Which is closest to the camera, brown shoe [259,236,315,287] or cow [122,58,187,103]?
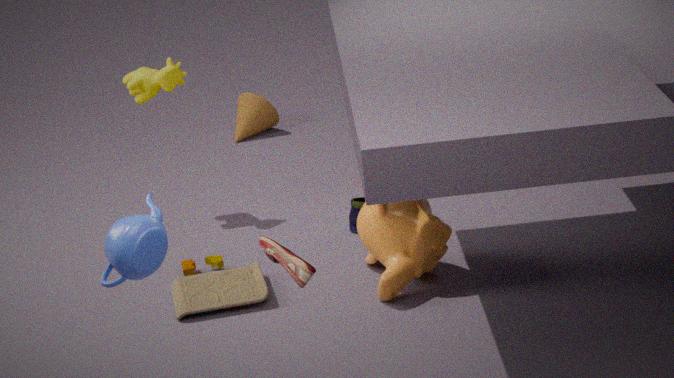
brown shoe [259,236,315,287]
